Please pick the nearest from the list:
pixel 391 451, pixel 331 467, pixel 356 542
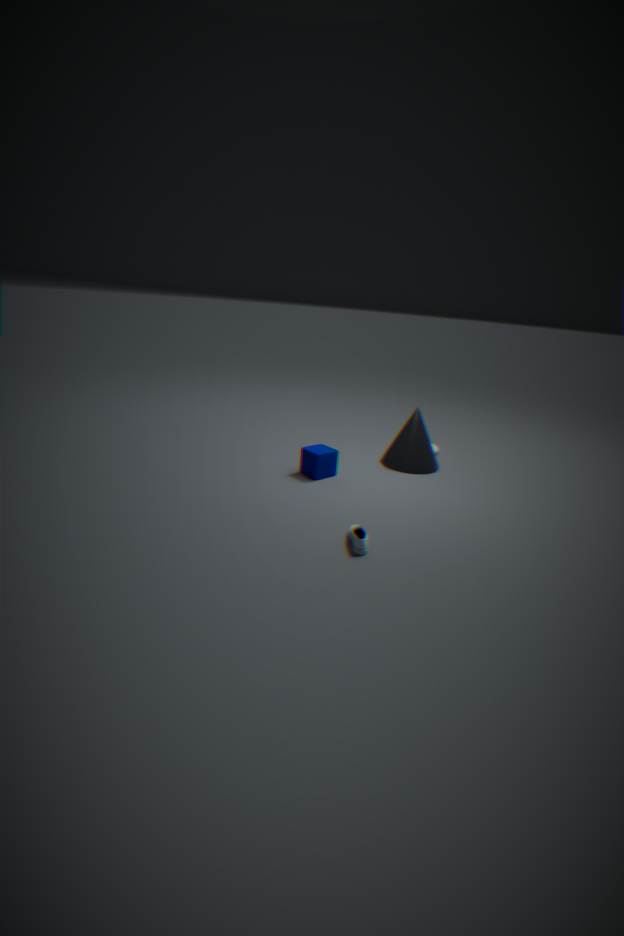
pixel 356 542
